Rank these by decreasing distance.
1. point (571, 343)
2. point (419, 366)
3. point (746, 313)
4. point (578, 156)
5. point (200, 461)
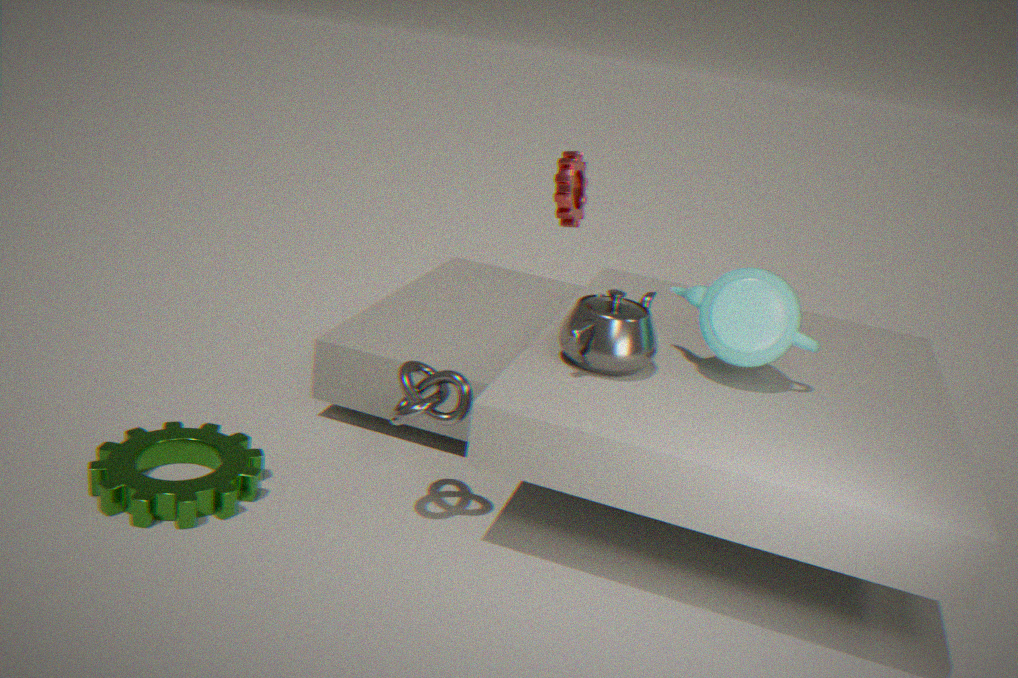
point (578, 156) → point (200, 461) → point (746, 313) → point (419, 366) → point (571, 343)
